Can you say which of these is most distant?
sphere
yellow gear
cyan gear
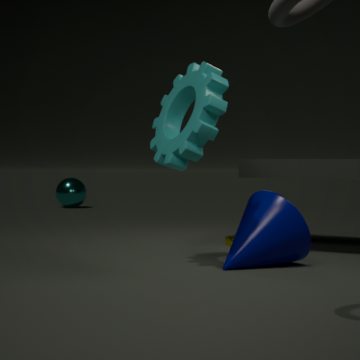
sphere
